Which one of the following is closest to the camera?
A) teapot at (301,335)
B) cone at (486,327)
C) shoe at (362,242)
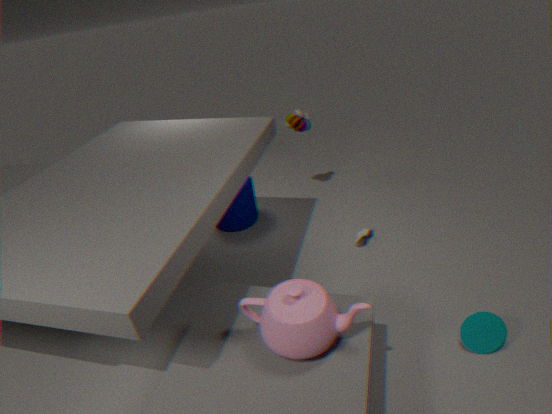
teapot at (301,335)
